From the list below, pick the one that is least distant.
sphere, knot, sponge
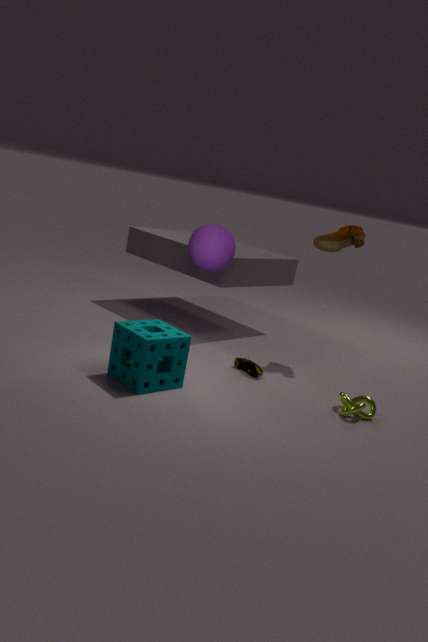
sponge
